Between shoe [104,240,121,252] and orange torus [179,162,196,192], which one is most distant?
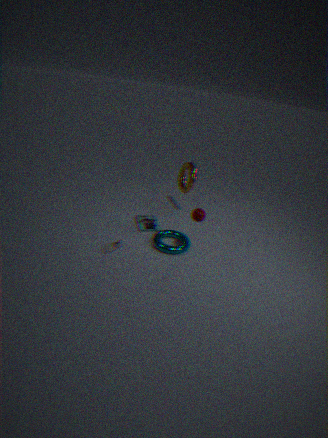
orange torus [179,162,196,192]
